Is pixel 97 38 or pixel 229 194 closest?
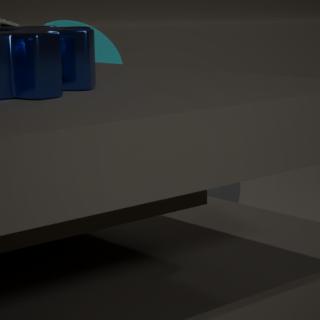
pixel 97 38
